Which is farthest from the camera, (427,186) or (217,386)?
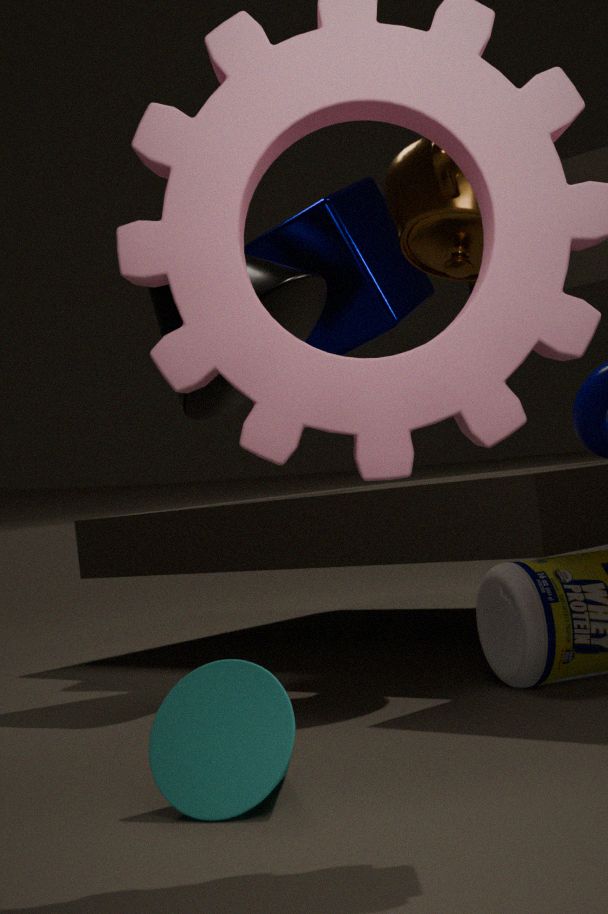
(217,386)
